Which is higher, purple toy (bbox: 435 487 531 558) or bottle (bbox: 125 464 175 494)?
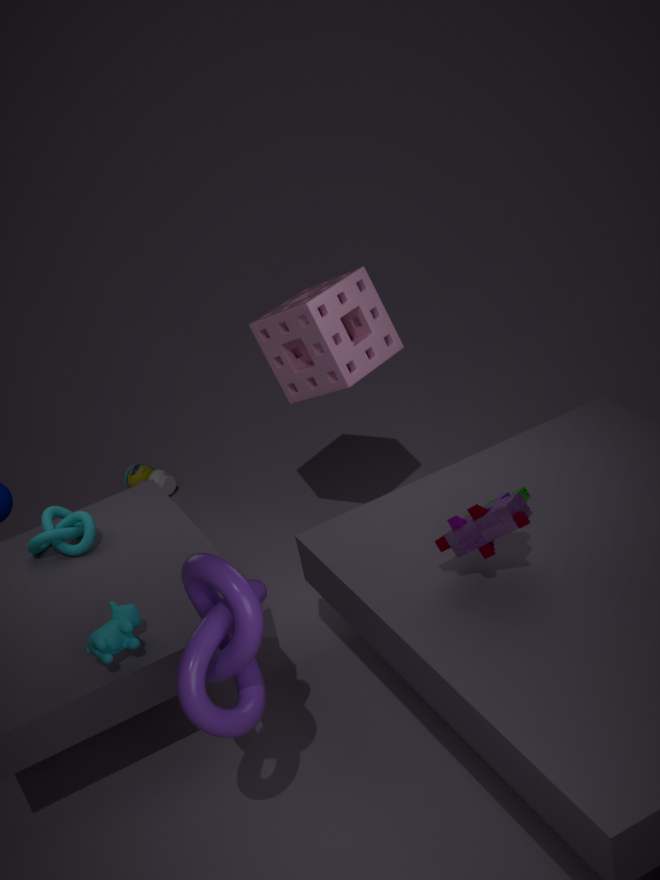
purple toy (bbox: 435 487 531 558)
